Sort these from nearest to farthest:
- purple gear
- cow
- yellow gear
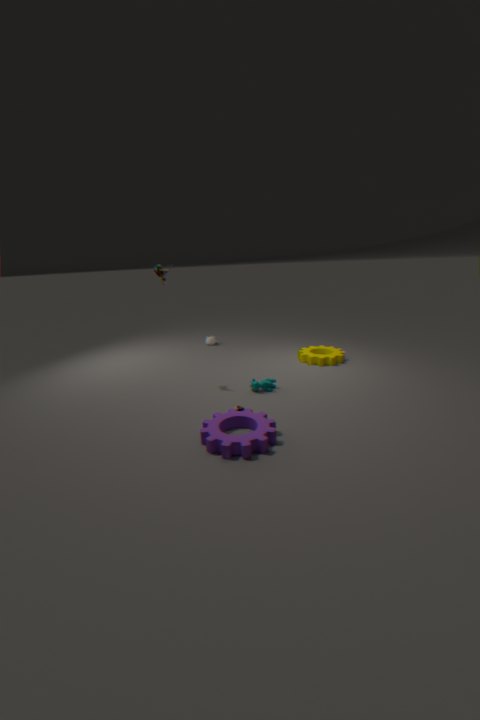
purple gear → cow → yellow gear
